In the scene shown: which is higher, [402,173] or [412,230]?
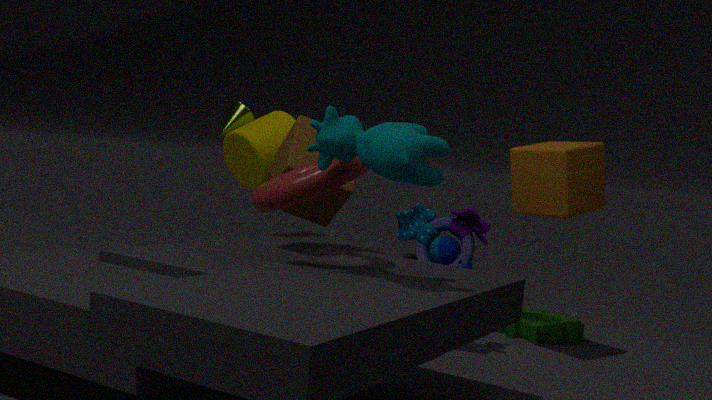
[402,173]
